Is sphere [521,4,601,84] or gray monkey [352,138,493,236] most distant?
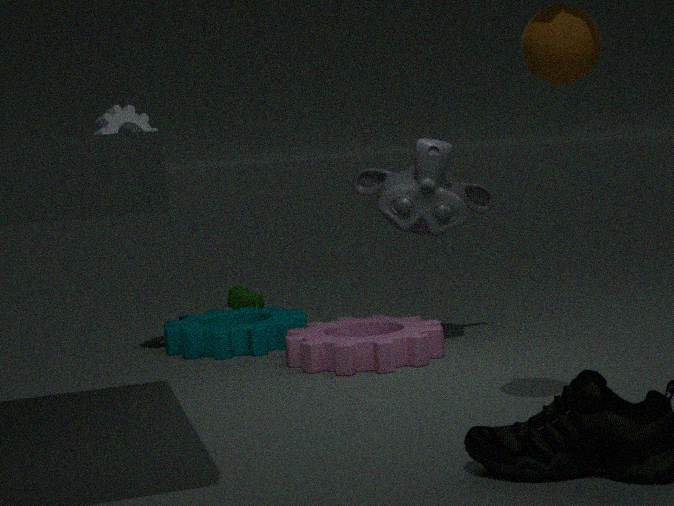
gray monkey [352,138,493,236]
